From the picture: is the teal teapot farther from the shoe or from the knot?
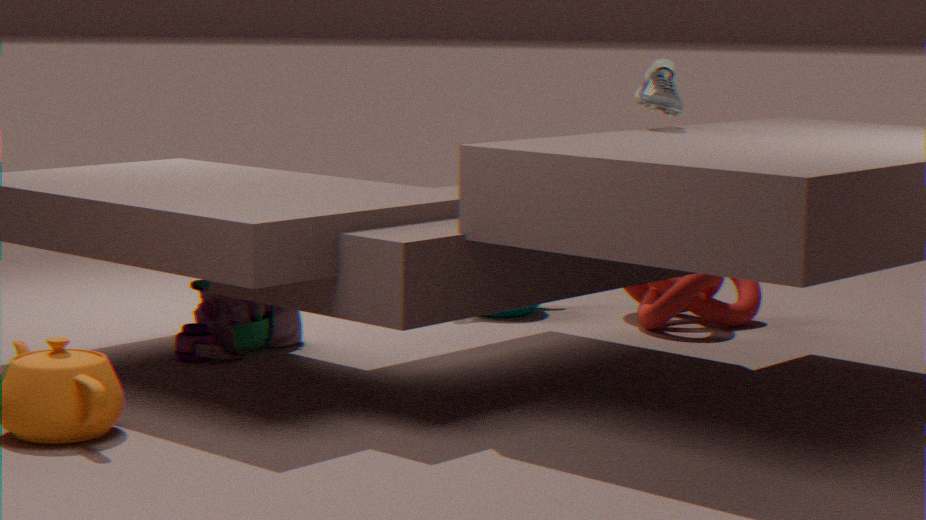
the shoe
